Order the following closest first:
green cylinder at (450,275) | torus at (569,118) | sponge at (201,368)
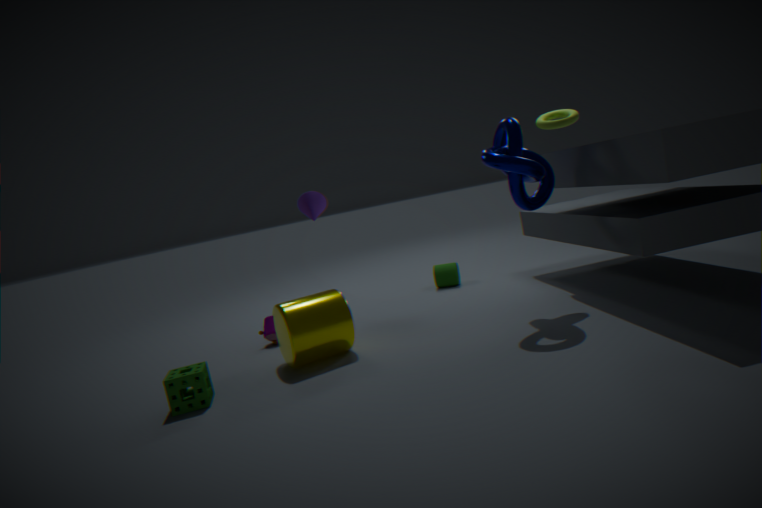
sponge at (201,368)
torus at (569,118)
green cylinder at (450,275)
